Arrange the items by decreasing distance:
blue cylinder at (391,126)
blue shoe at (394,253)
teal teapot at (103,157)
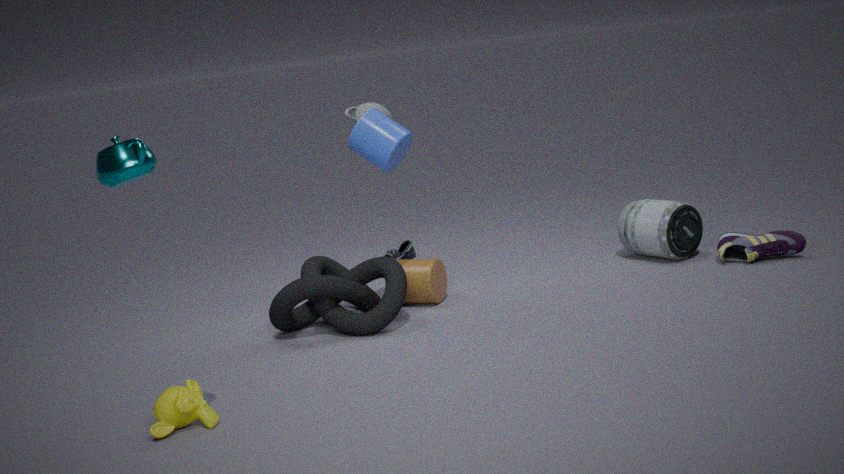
1. blue shoe at (394,253)
2. blue cylinder at (391,126)
3. teal teapot at (103,157)
